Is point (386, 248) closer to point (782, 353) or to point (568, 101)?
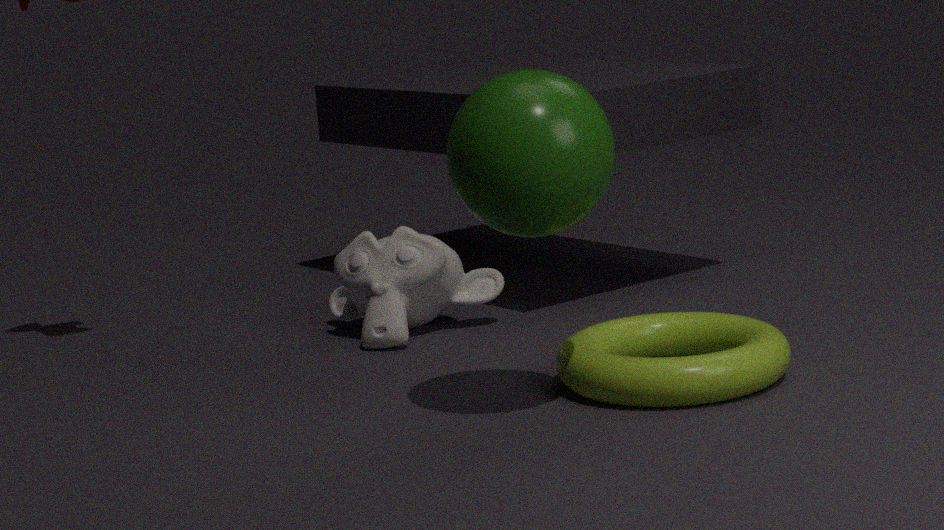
point (782, 353)
